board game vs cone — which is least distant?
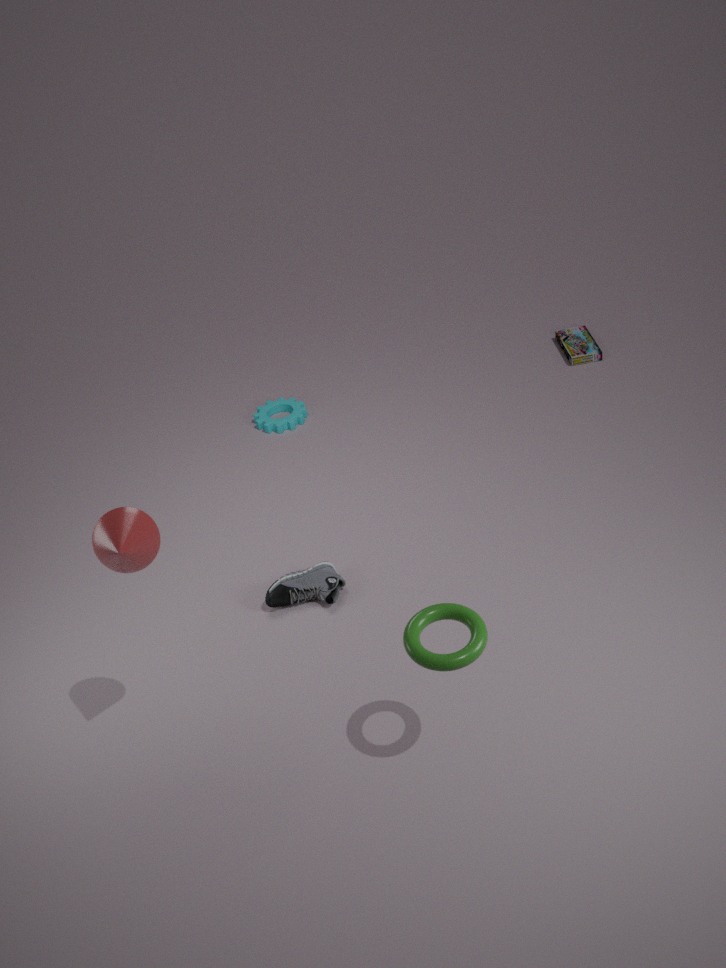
cone
